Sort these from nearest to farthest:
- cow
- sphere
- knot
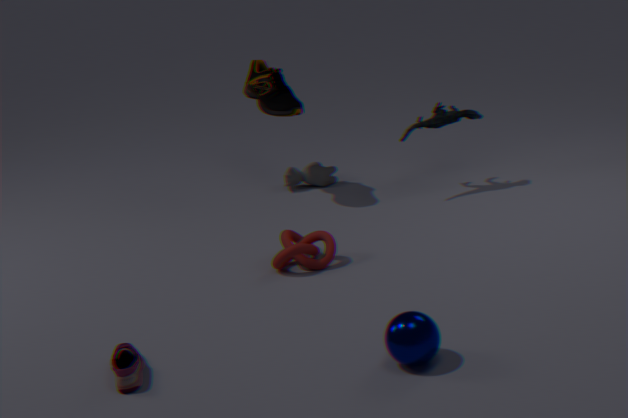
1. sphere
2. knot
3. cow
